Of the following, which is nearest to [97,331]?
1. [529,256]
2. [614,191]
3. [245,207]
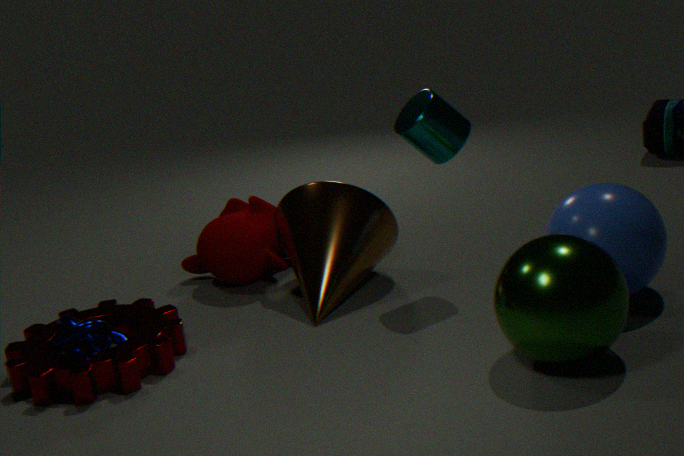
[245,207]
